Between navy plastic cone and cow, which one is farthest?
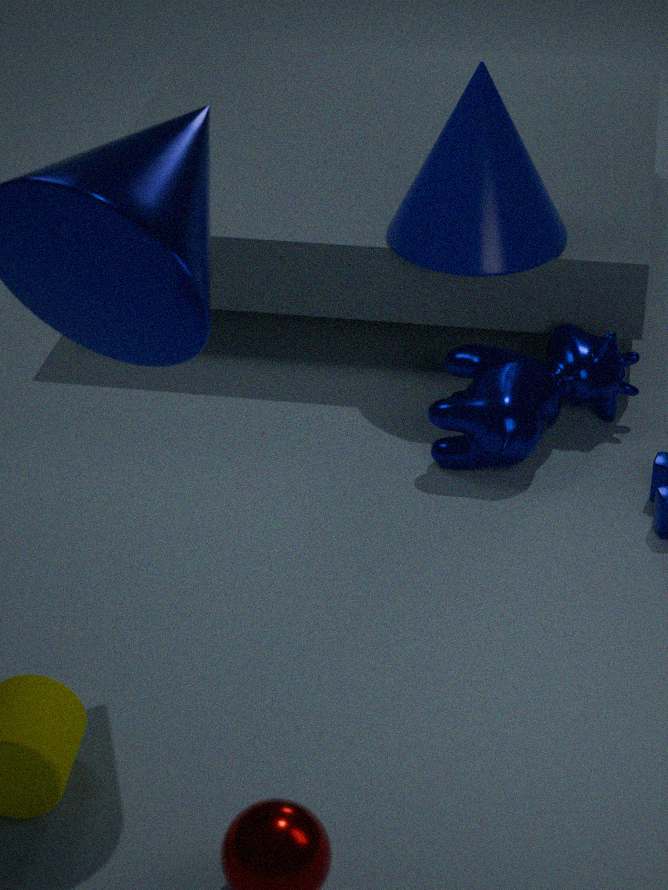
navy plastic cone
